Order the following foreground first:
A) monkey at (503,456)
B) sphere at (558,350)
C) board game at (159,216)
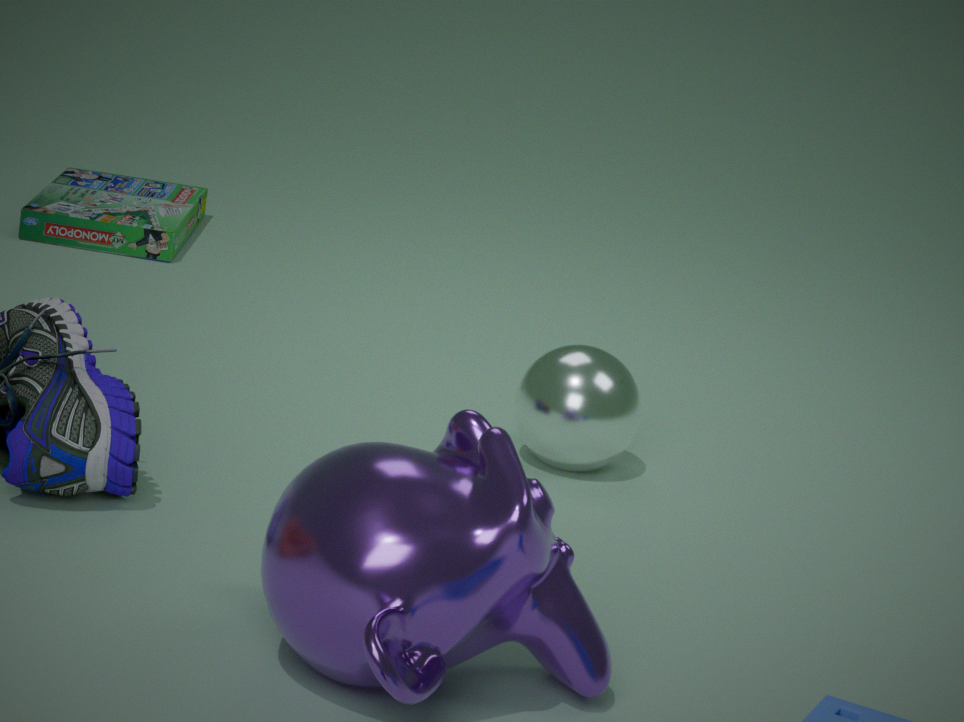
1. monkey at (503,456)
2. sphere at (558,350)
3. board game at (159,216)
